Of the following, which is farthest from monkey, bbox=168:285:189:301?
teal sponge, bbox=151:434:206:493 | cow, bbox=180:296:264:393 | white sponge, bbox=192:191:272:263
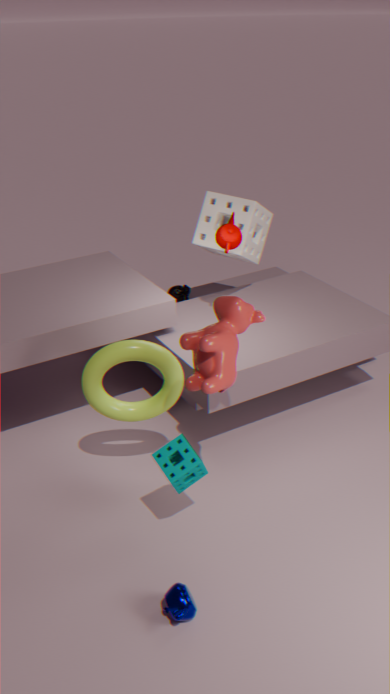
teal sponge, bbox=151:434:206:493
